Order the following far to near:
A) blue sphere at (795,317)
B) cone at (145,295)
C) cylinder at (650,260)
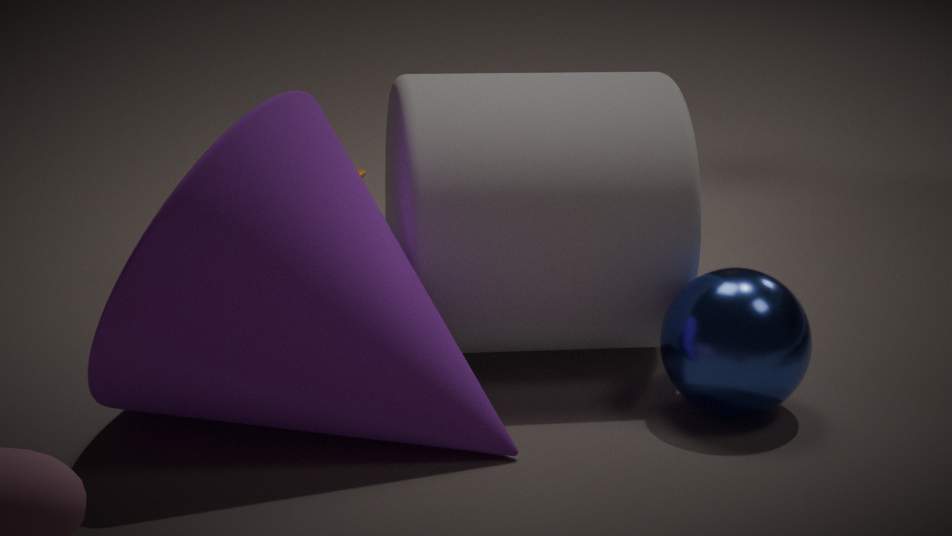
cylinder at (650,260), blue sphere at (795,317), cone at (145,295)
